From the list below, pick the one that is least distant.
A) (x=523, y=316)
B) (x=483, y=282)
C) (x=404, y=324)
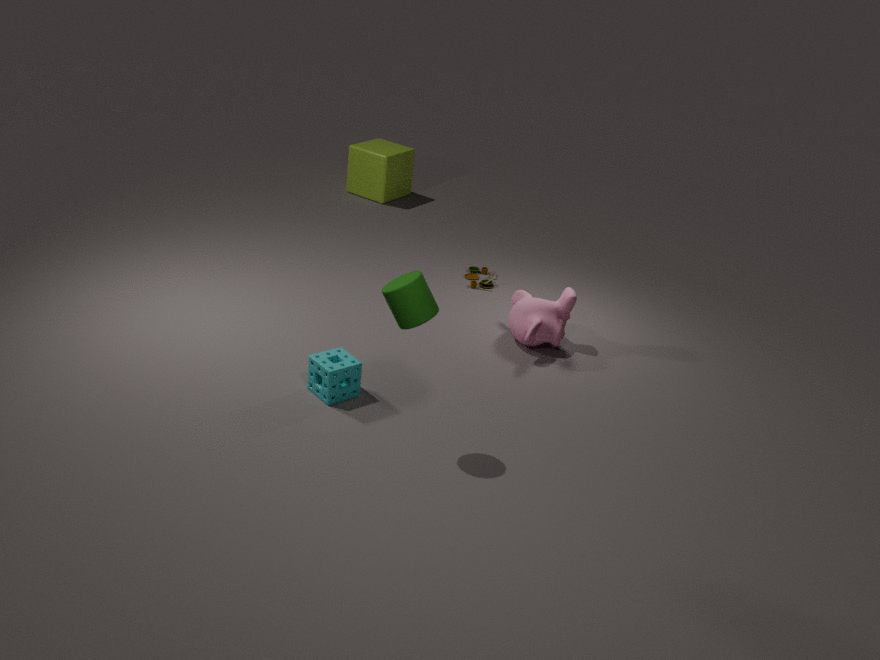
(x=404, y=324)
